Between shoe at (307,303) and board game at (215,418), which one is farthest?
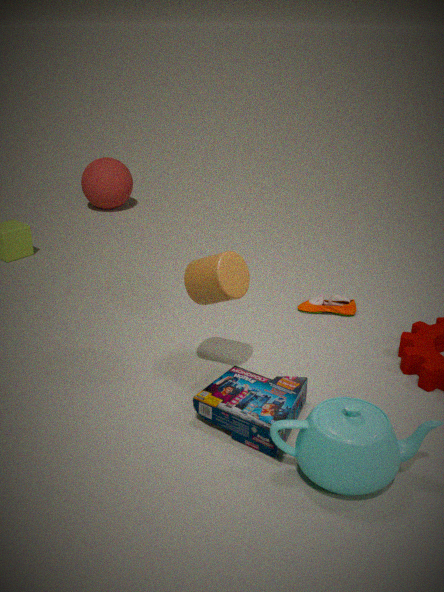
shoe at (307,303)
